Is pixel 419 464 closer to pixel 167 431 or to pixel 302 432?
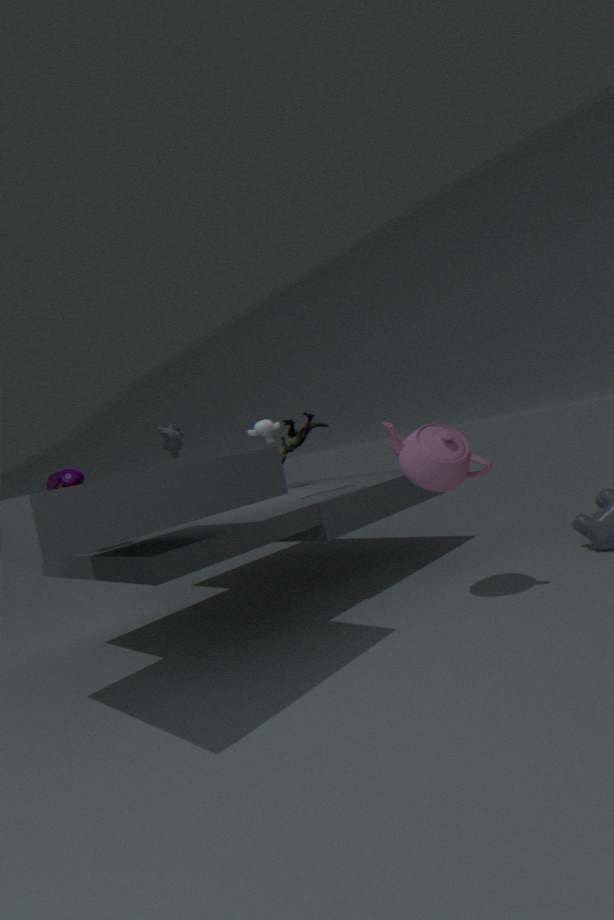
pixel 302 432
